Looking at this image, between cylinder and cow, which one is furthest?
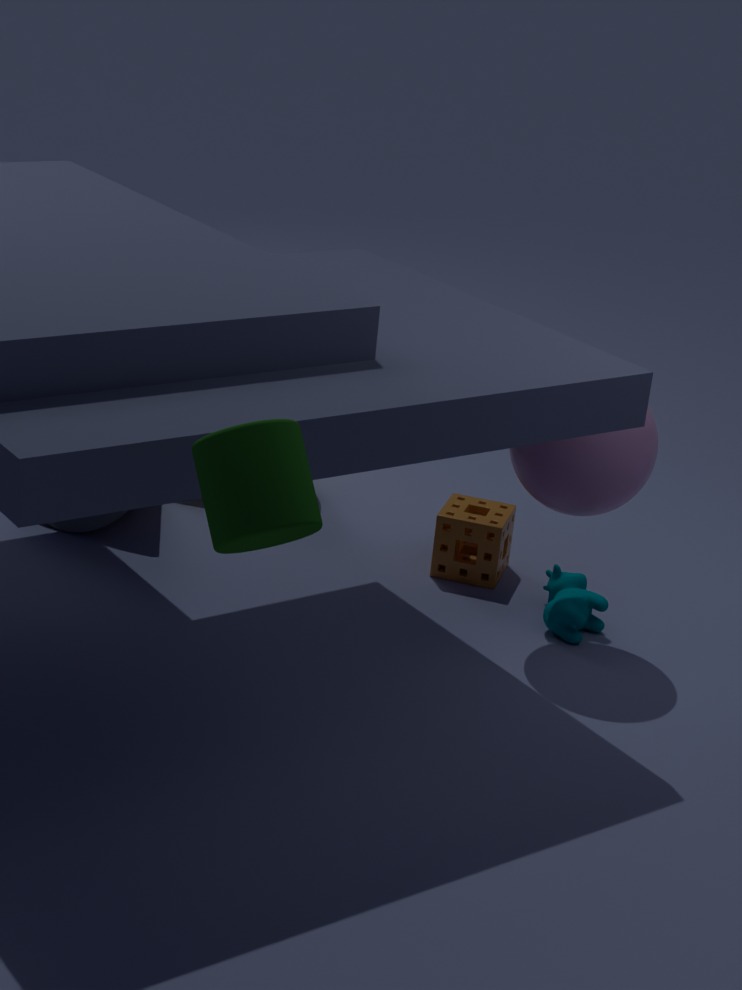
cow
